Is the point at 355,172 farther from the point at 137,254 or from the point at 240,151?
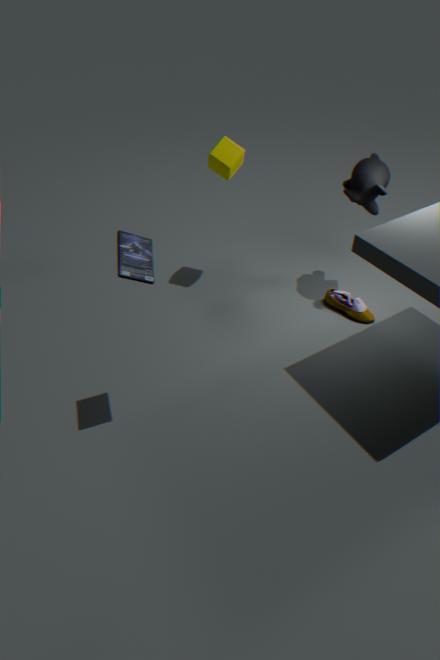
the point at 137,254
